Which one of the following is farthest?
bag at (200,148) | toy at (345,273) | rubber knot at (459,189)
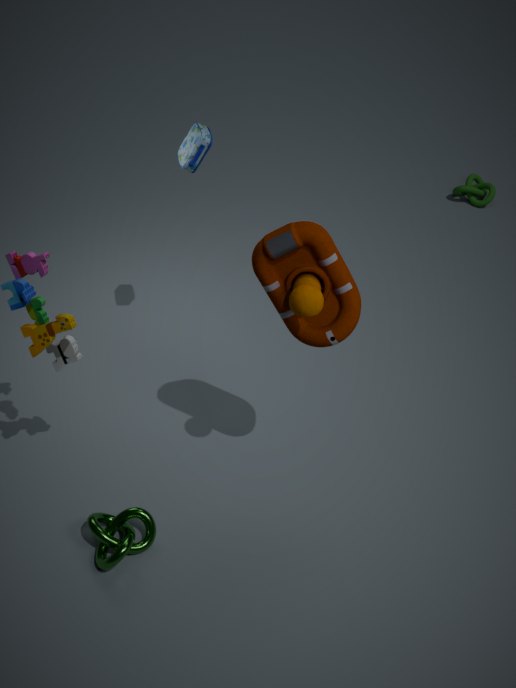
rubber knot at (459,189)
